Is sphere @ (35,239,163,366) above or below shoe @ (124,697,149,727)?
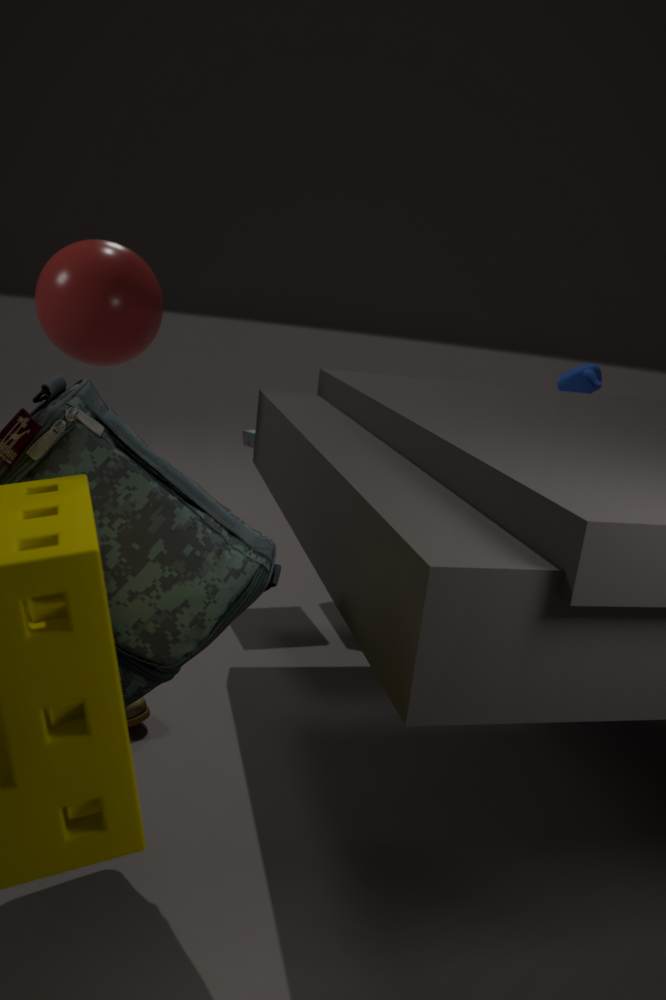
above
